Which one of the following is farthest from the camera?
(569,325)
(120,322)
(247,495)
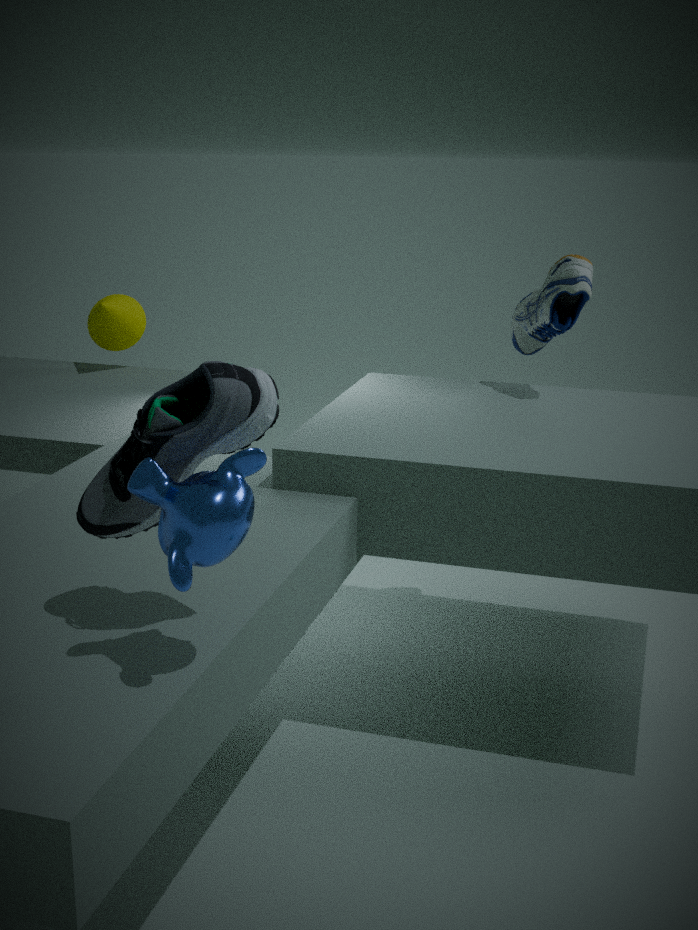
(120,322)
